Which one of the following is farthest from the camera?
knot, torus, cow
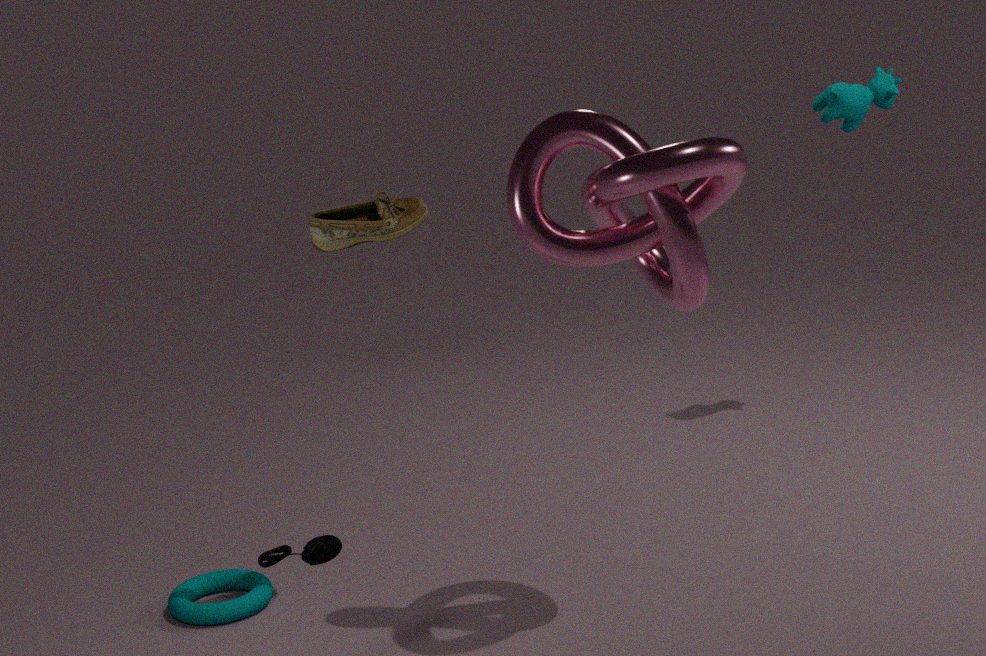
cow
